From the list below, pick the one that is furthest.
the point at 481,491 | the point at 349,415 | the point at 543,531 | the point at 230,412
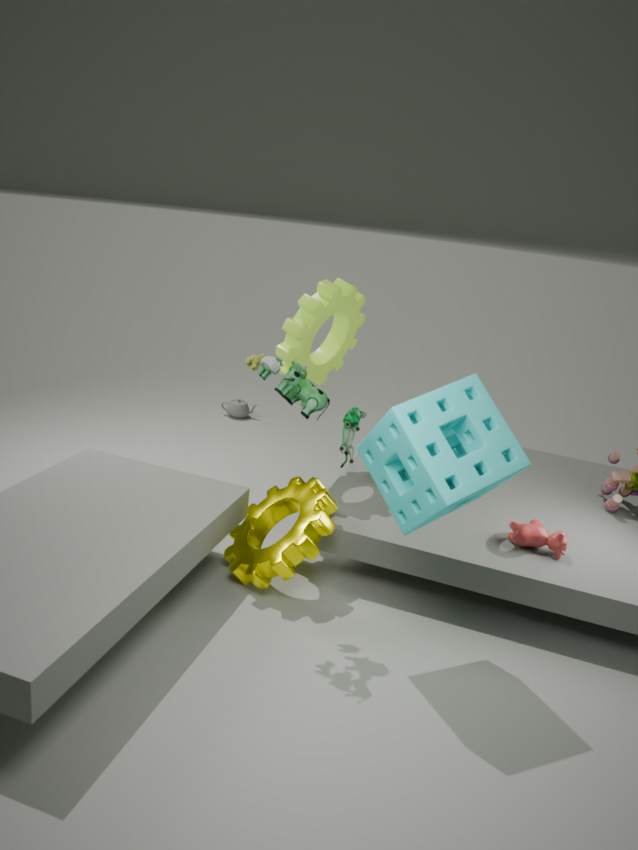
the point at 230,412
